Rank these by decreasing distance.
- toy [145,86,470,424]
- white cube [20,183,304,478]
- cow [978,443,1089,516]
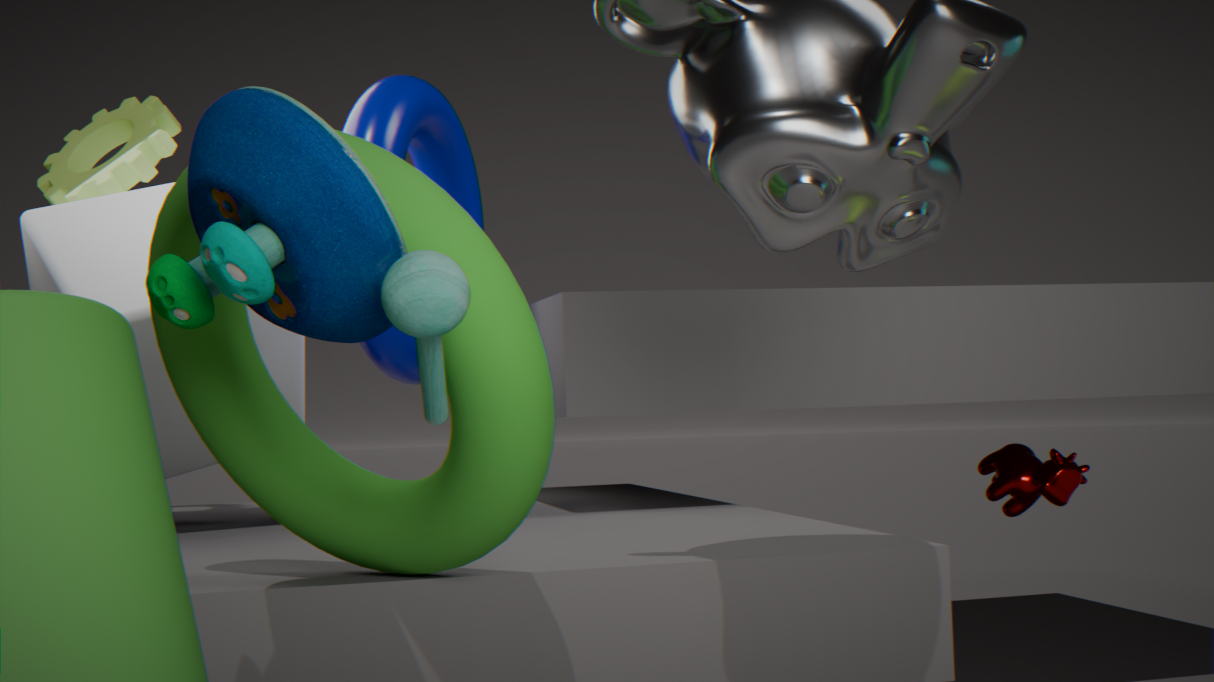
cow [978,443,1089,516] → white cube [20,183,304,478] → toy [145,86,470,424]
